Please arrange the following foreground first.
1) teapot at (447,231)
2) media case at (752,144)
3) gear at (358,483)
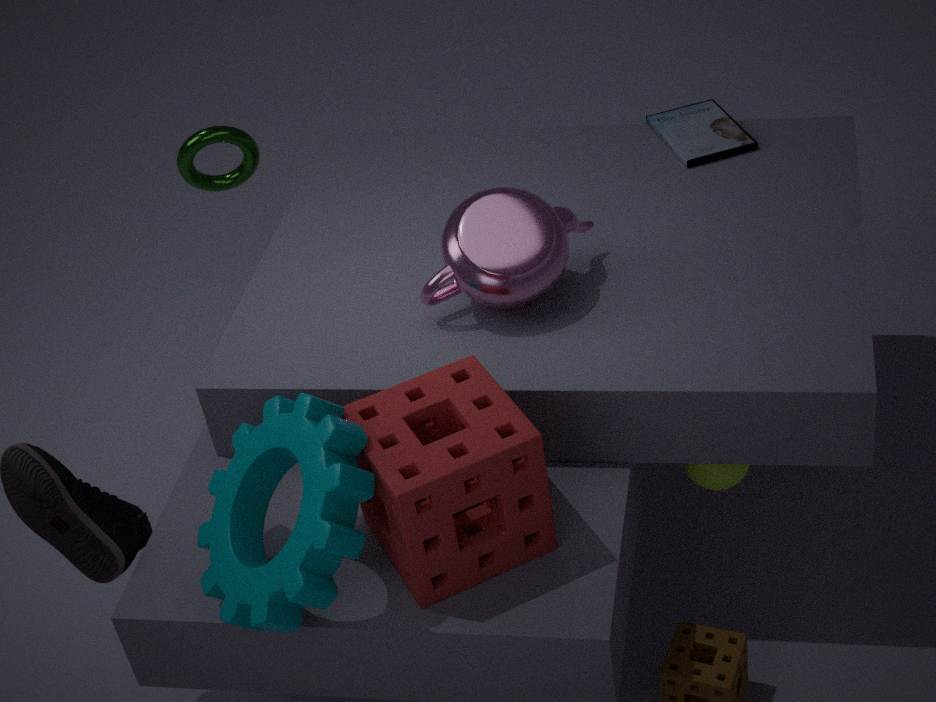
3. gear at (358,483)
1. teapot at (447,231)
2. media case at (752,144)
